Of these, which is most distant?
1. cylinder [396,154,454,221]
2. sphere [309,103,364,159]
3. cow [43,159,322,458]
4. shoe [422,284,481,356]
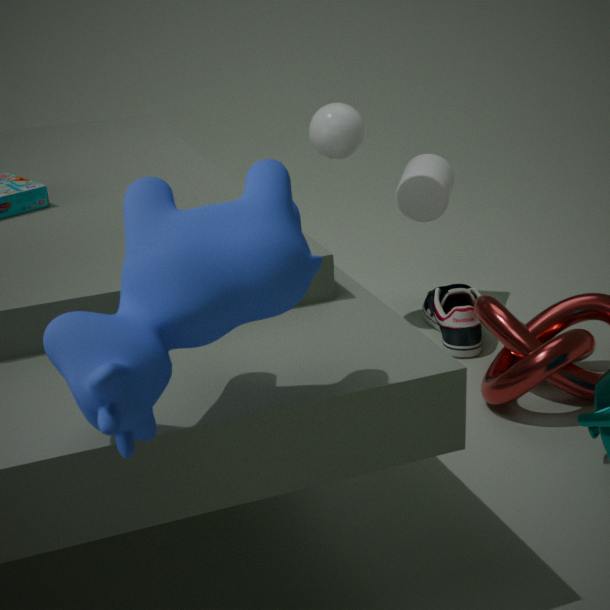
cylinder [396,154,454,221]
